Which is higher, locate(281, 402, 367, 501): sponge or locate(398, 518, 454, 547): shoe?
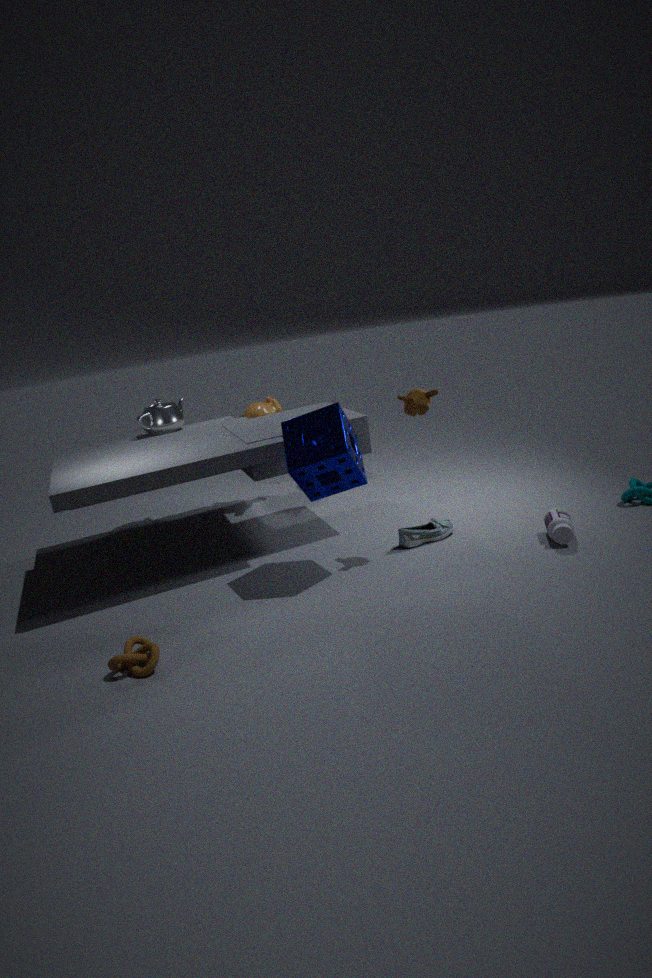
locate(281, 402, 367, 501): sponge
